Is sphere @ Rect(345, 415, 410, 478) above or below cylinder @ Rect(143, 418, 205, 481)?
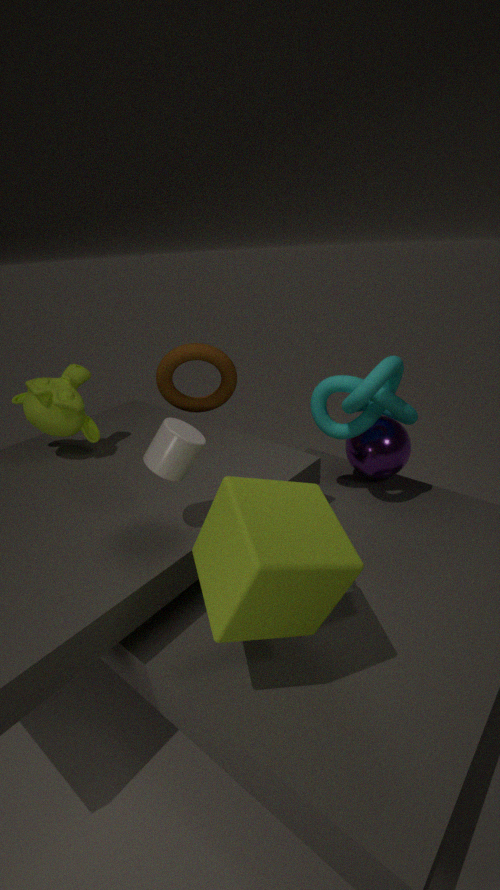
below
